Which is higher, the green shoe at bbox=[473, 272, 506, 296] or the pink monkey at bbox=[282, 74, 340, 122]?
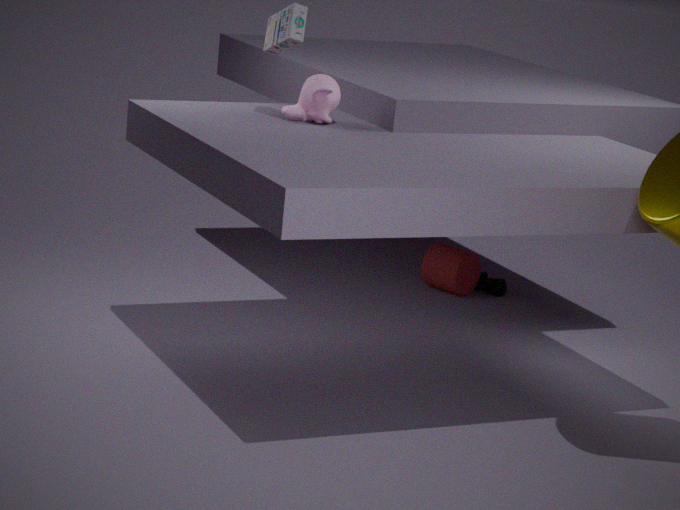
the pink monkey at bbox=[282, 74, 340, 122]
